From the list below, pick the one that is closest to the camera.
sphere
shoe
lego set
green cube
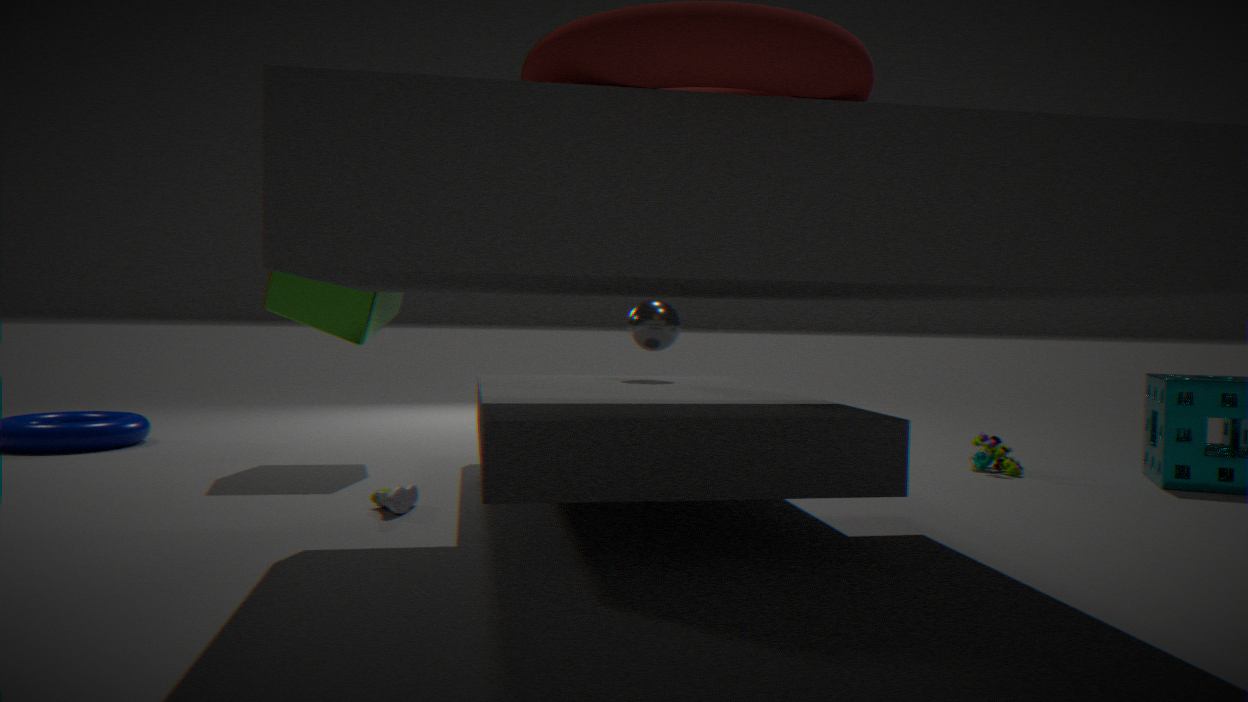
shoe
